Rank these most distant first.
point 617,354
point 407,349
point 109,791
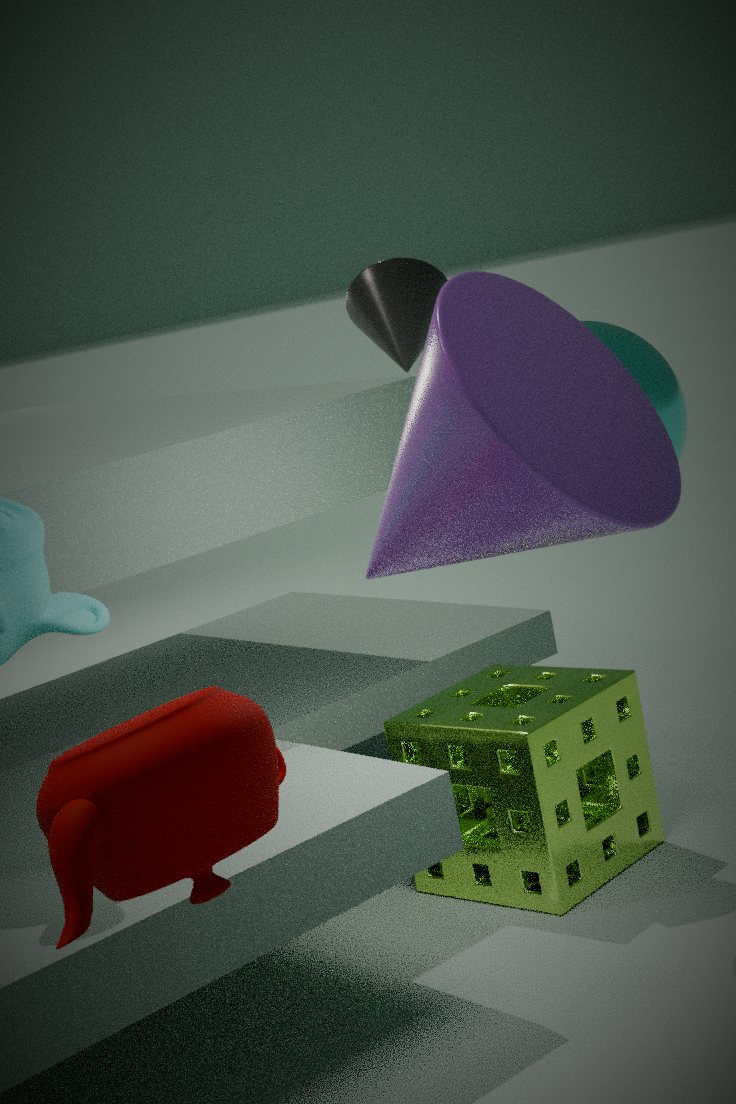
point 407,349 < point 617,354 < point 109,791
